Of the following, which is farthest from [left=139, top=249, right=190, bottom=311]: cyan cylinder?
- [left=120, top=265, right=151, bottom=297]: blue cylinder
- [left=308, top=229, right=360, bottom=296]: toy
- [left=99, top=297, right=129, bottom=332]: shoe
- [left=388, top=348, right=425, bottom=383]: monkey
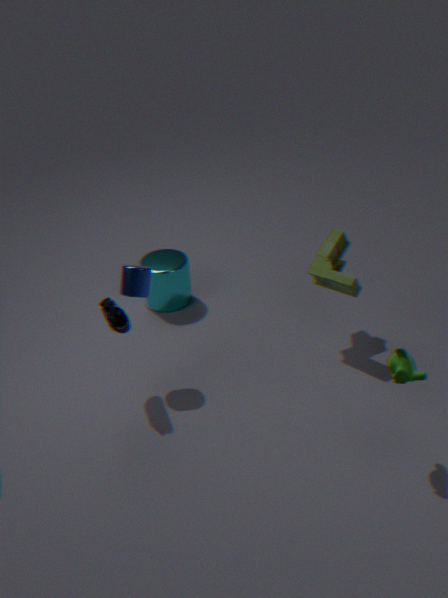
[left=388, top=348, right=425, bottom=383]: monkey
